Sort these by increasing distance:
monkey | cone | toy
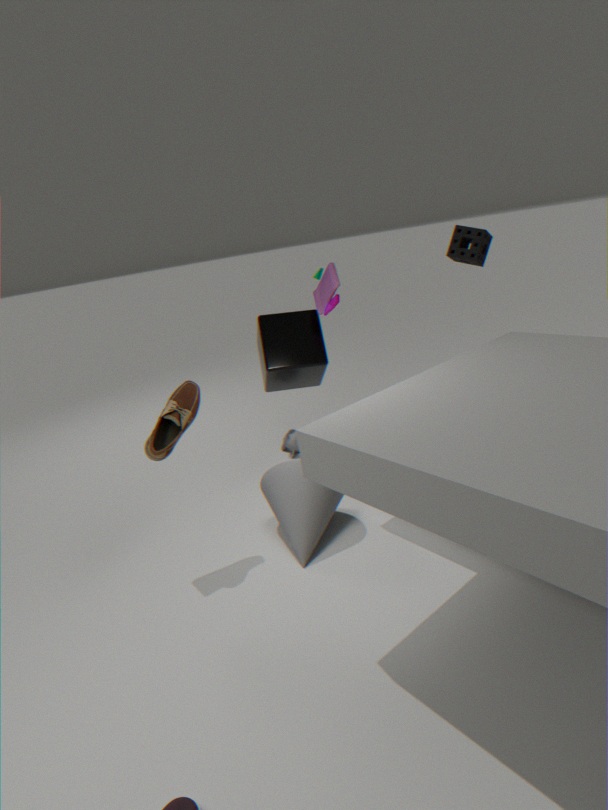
1. cone
2. toy
3. monkey
